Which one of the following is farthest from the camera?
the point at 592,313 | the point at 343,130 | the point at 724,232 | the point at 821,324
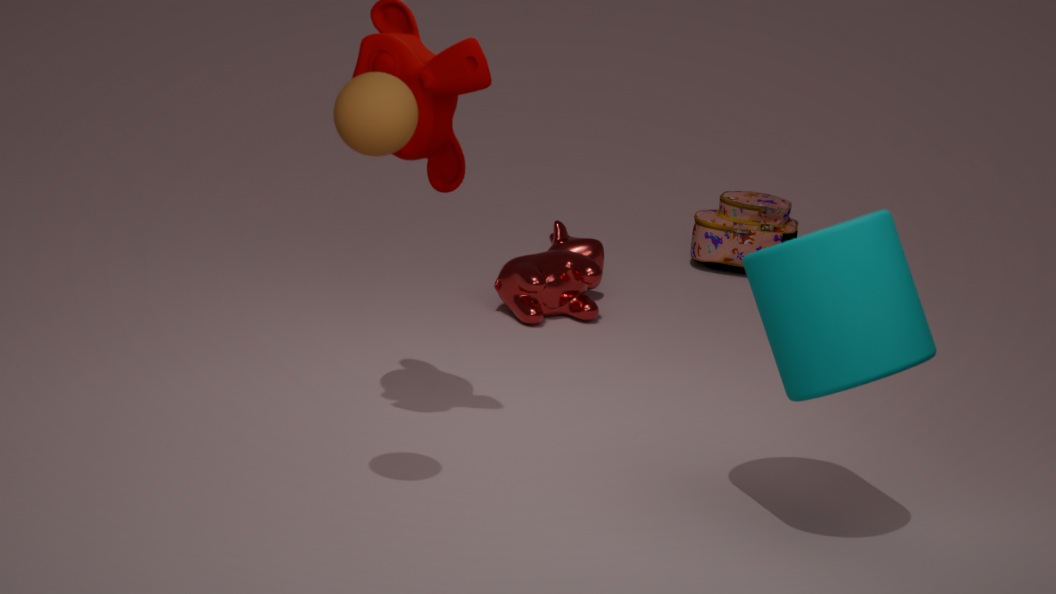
the point at 724,232
